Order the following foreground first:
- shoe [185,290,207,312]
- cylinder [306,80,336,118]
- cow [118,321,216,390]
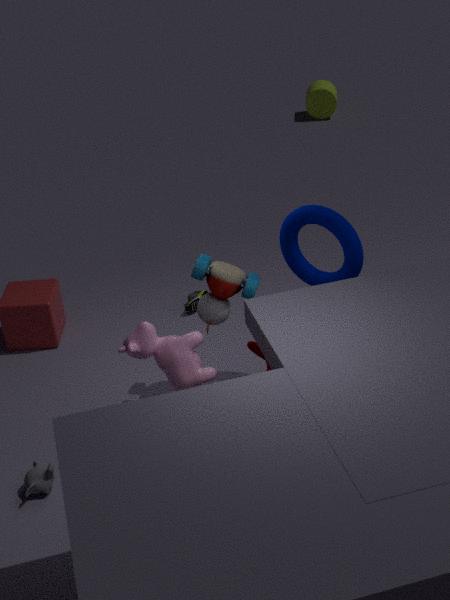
cow [118,321,216,390] < shoe [185,290,207,312] < cylinder [306,80,336,118]
